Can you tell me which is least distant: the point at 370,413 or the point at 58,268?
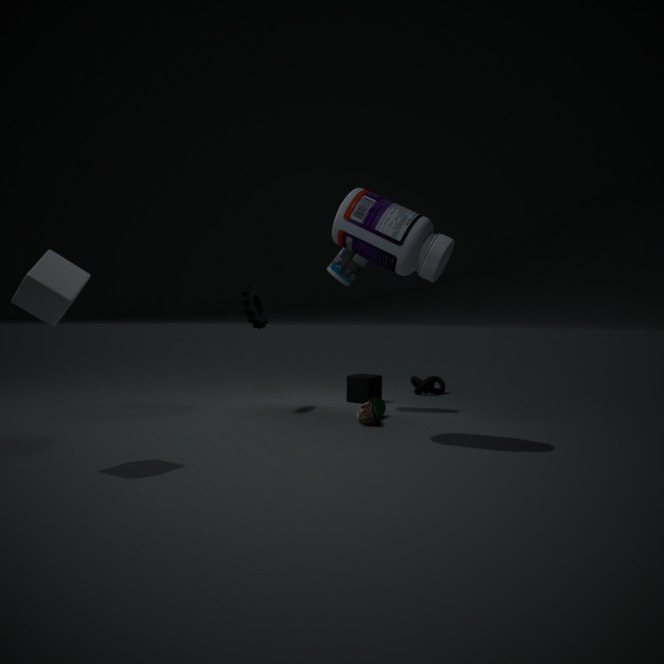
the point at 58,268
